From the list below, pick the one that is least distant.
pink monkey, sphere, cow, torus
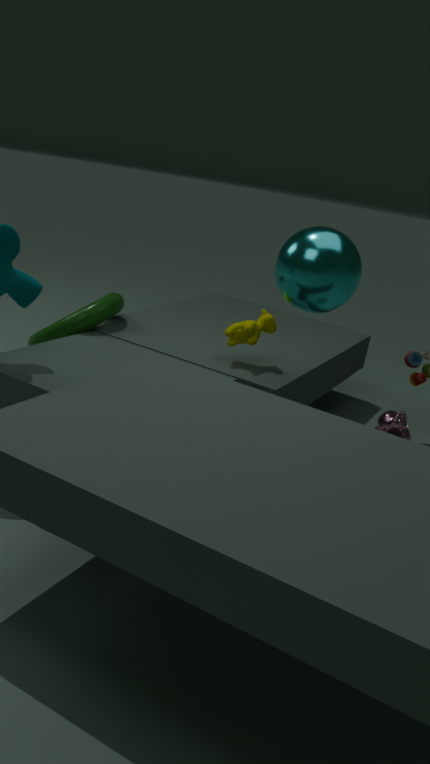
sphere
